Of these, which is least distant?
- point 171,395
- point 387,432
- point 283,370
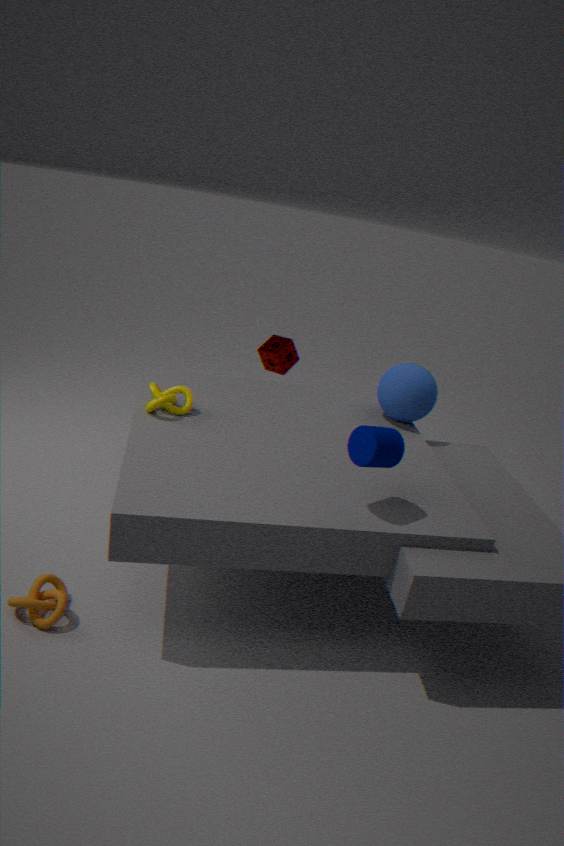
point 387,432
